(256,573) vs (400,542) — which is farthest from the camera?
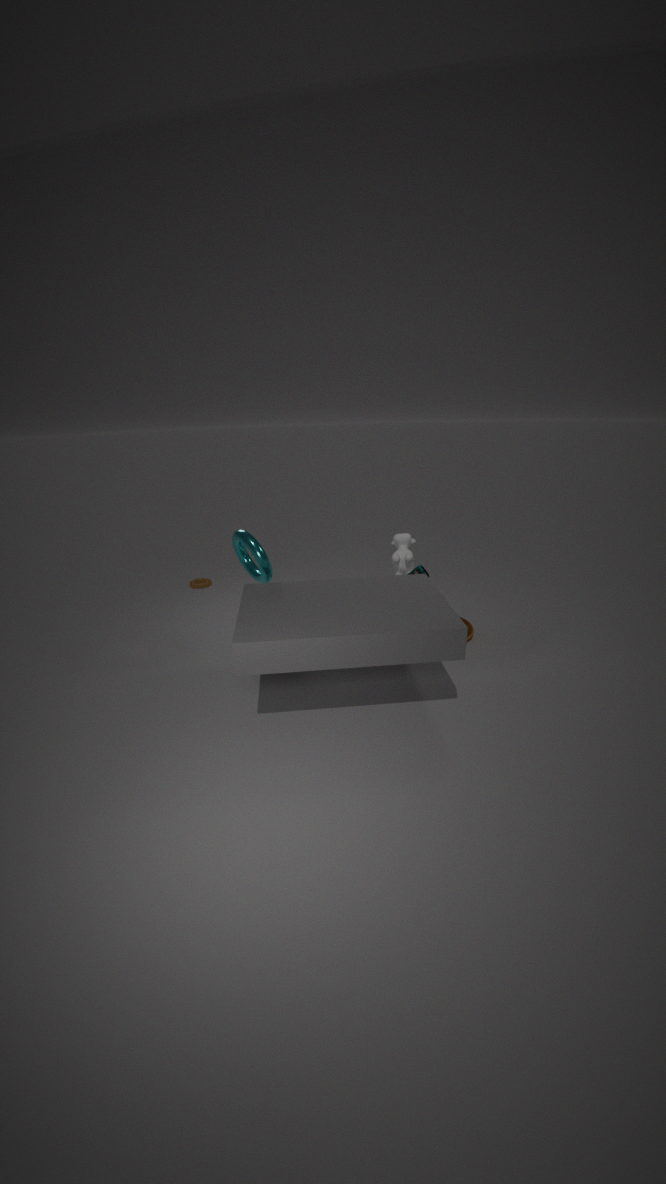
(400,542)
